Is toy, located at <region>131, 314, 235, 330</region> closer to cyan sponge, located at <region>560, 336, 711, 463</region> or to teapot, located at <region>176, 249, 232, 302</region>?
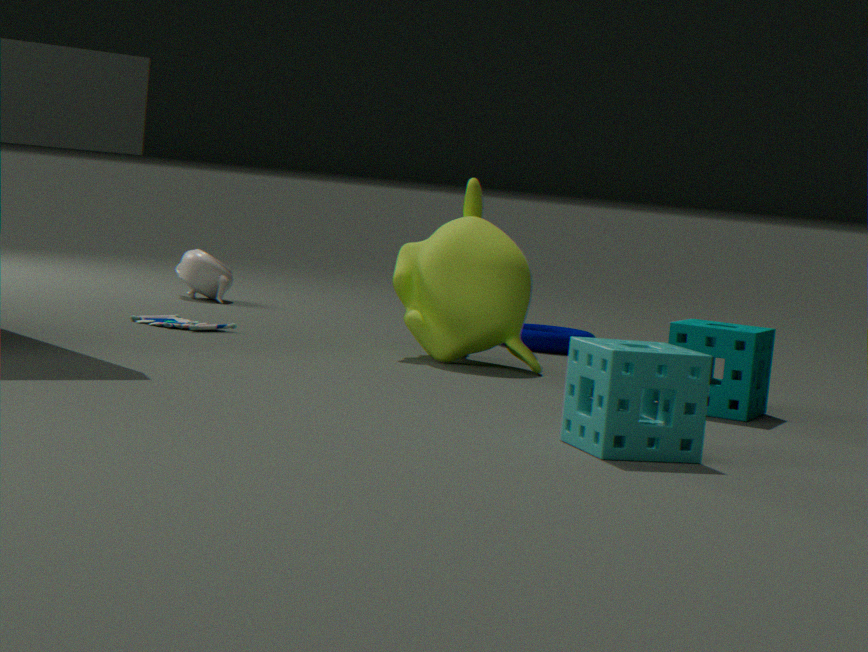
teapot, located at <region>176, 249, 232, 302</region>
